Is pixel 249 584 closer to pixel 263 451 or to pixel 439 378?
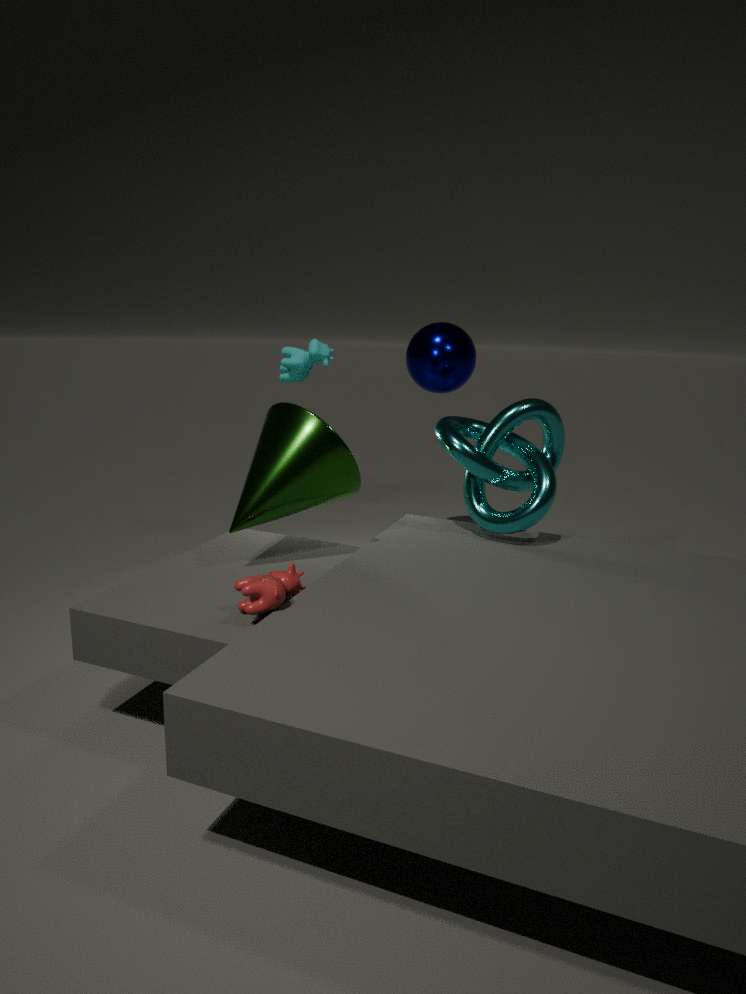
pixel 263 451
